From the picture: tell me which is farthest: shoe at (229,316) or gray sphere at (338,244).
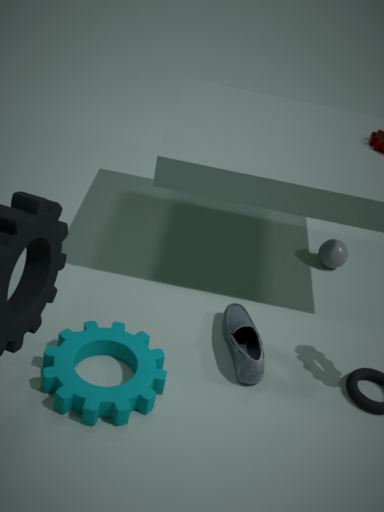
gray sphere at (338,244)
